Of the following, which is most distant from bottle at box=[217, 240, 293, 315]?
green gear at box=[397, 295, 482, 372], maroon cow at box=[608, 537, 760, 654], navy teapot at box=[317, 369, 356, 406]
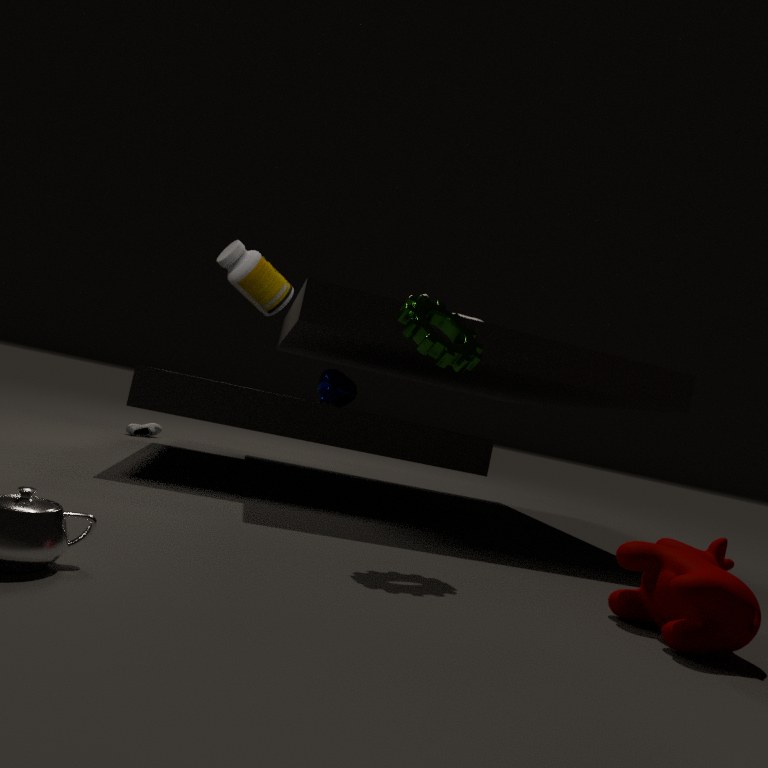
maroon cow at box=[608, 537, 760, 654]
